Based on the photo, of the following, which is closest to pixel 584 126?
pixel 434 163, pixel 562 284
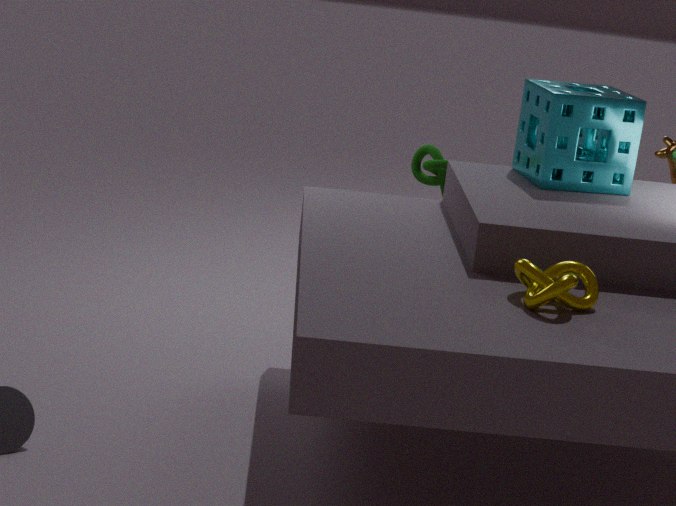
pixel 434 163
